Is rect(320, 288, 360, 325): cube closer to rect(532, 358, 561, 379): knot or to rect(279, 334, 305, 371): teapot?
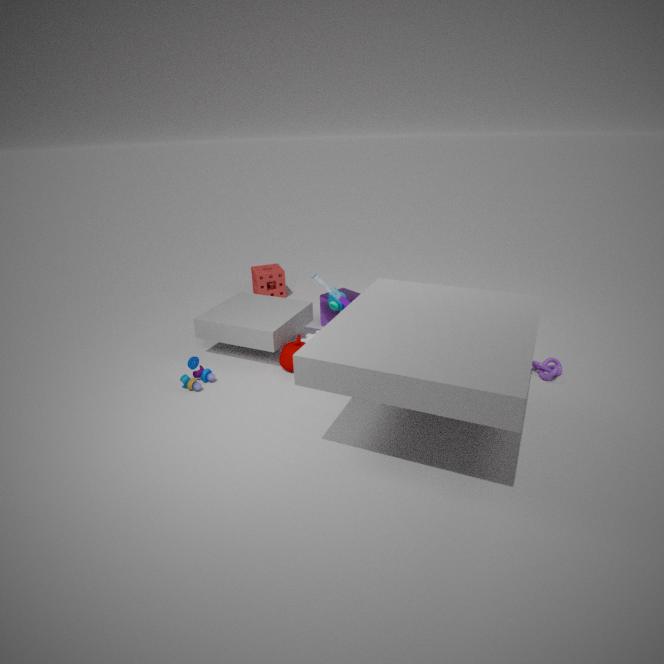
rect(279, 334, 305, 371): teapot
